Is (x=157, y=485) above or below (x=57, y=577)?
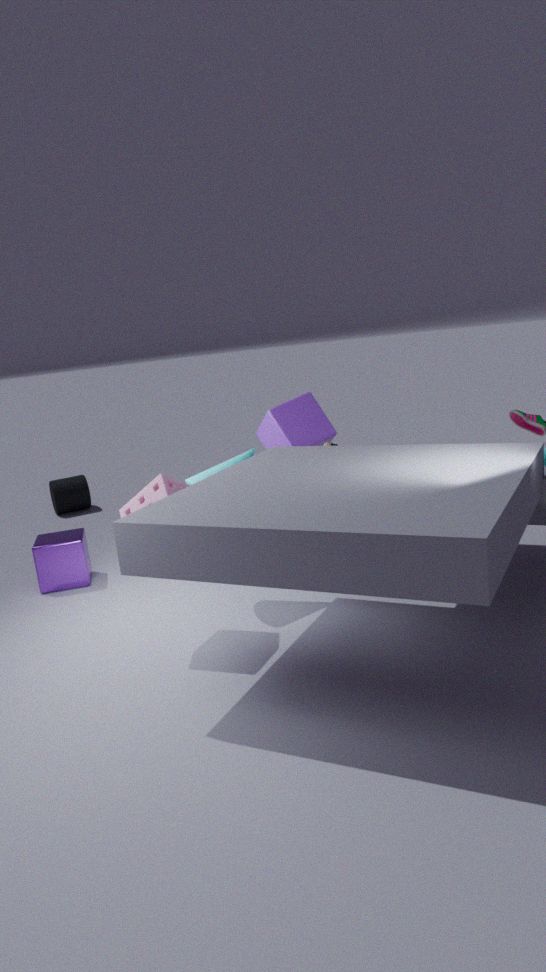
above
